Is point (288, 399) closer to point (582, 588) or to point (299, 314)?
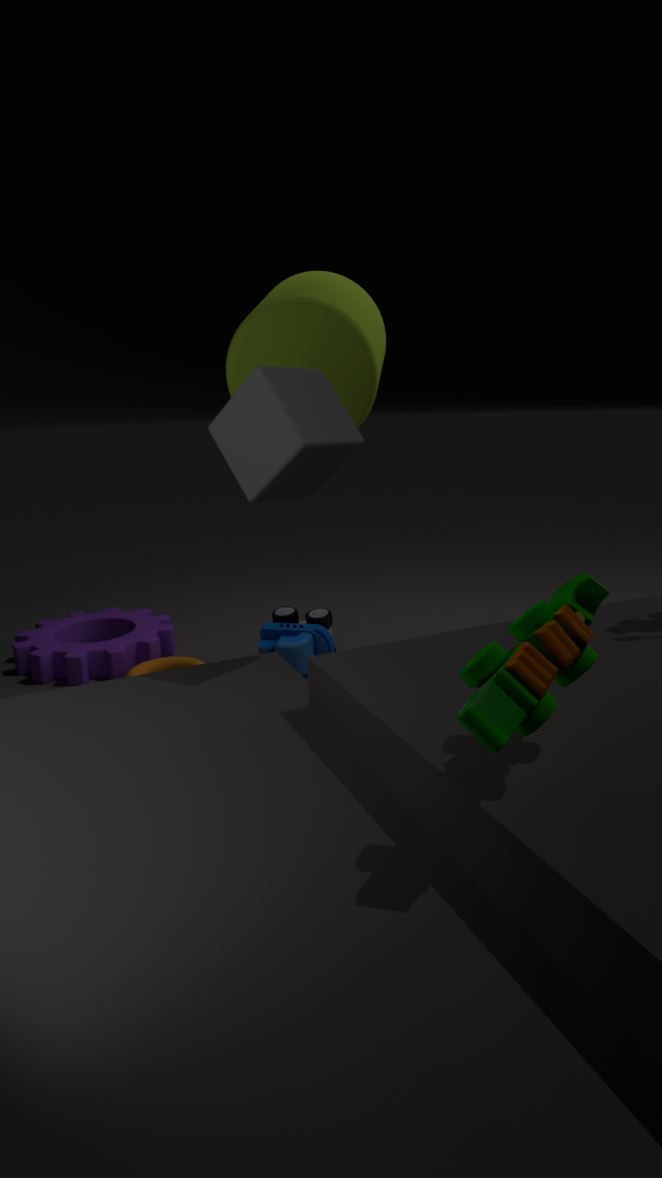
point (299, 314)
